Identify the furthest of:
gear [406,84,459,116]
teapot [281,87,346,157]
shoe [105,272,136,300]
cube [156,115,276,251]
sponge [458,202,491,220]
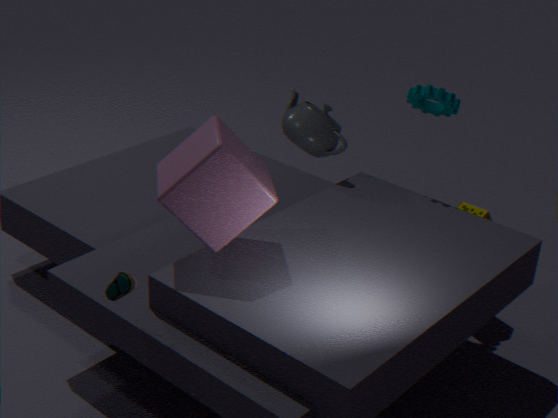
teapot [281,87,346,157]
